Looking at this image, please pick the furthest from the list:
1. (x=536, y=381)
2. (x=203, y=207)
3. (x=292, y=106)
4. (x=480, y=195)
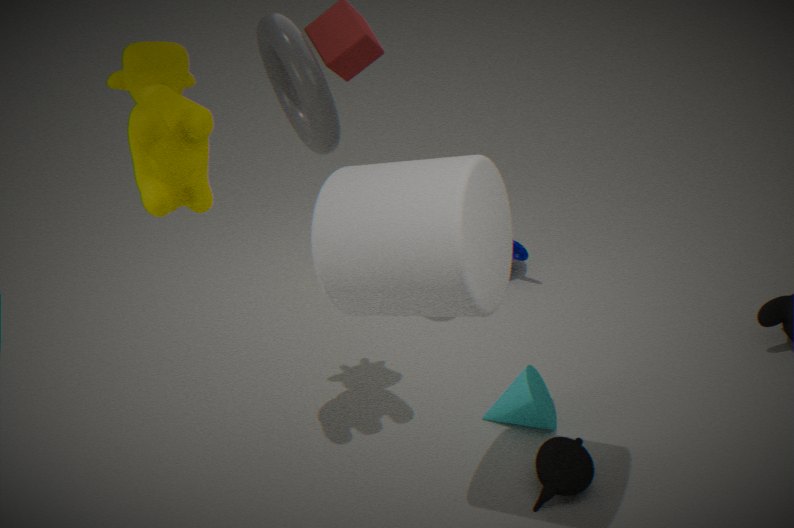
(x=292, y=106)
